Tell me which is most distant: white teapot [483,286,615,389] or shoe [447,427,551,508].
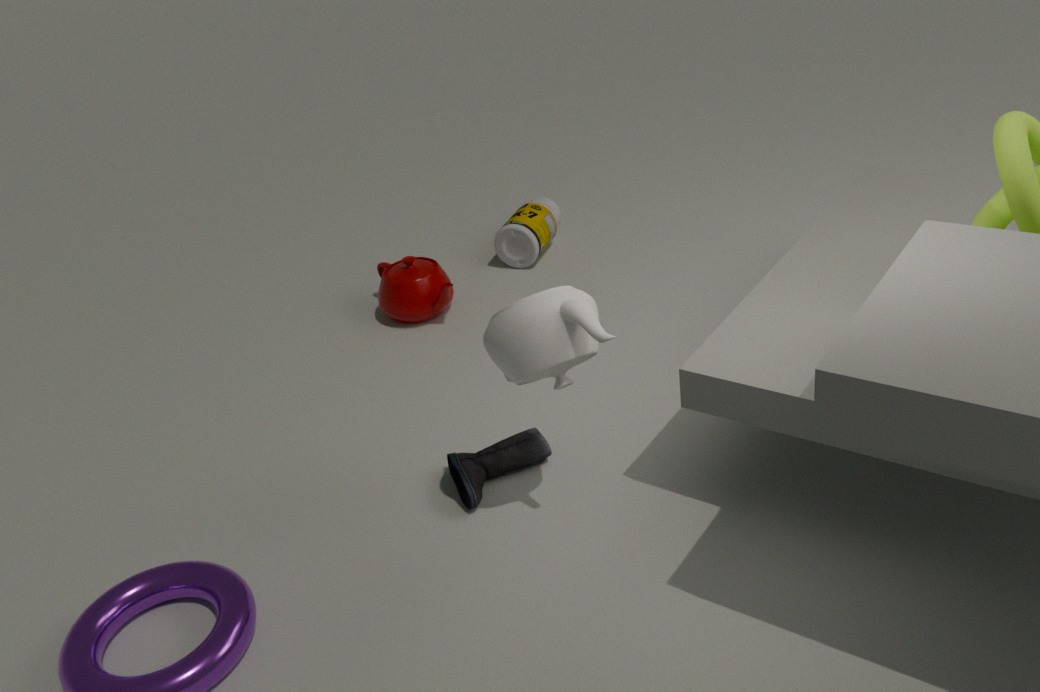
shoe [447,427,551,508]
